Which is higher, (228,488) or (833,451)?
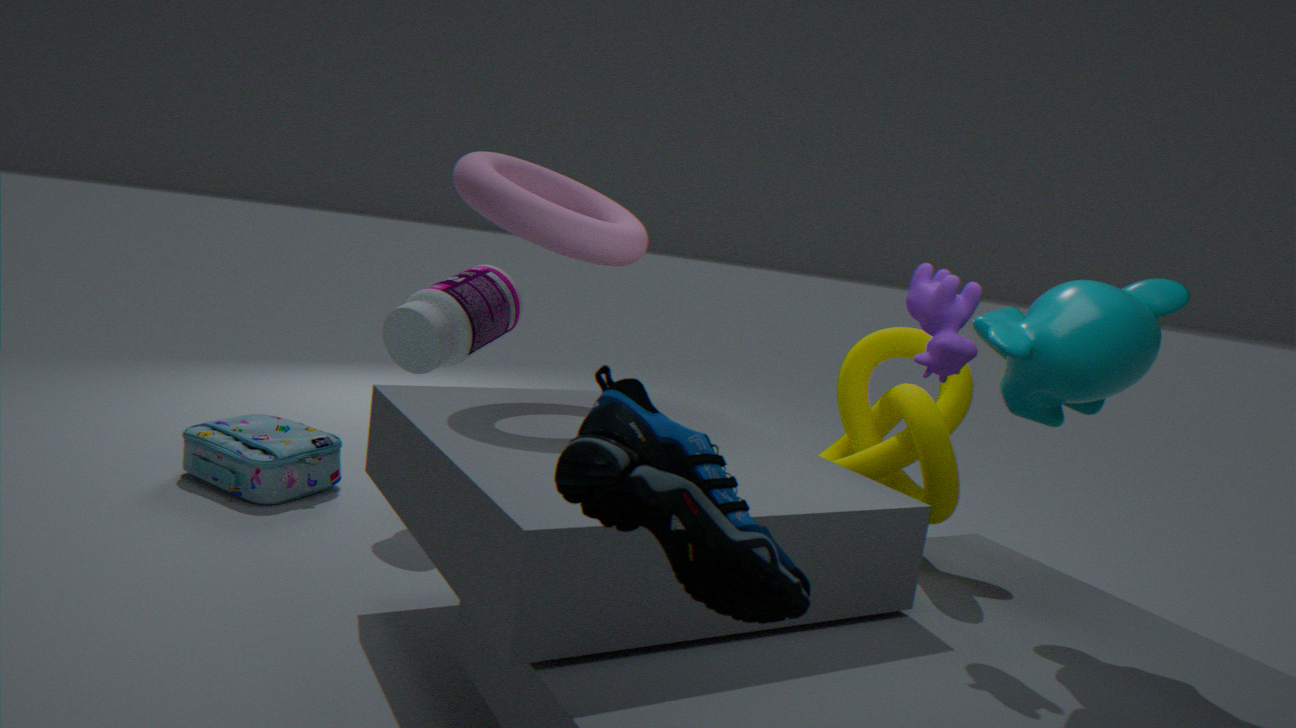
(833,451)
